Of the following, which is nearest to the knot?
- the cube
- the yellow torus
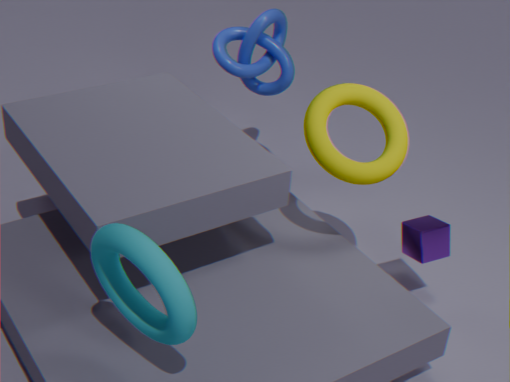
the yellow torus
